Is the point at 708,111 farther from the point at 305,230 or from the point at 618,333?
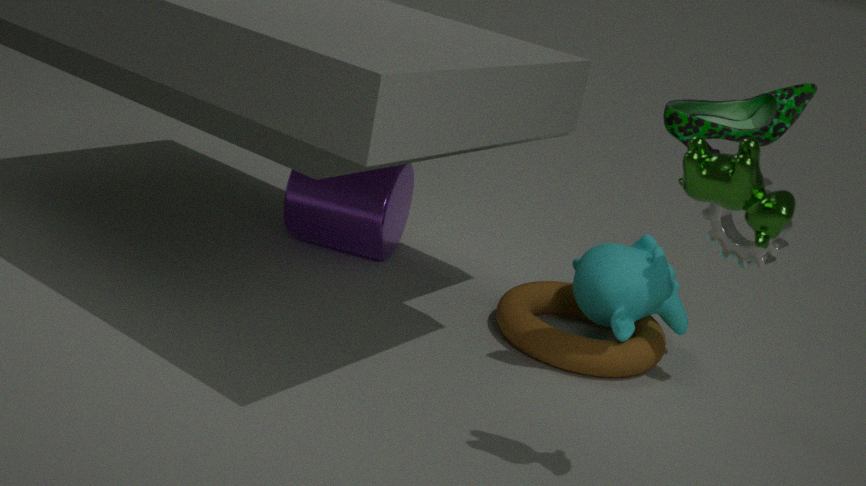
the point at 305,230
